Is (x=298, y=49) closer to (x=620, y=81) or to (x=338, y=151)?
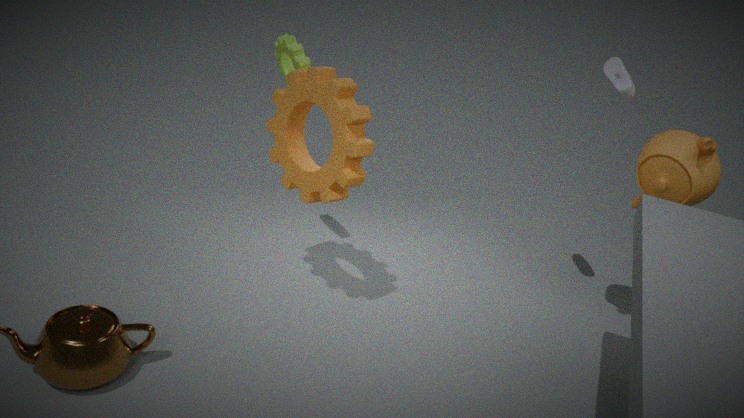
(x=338, y=151)
